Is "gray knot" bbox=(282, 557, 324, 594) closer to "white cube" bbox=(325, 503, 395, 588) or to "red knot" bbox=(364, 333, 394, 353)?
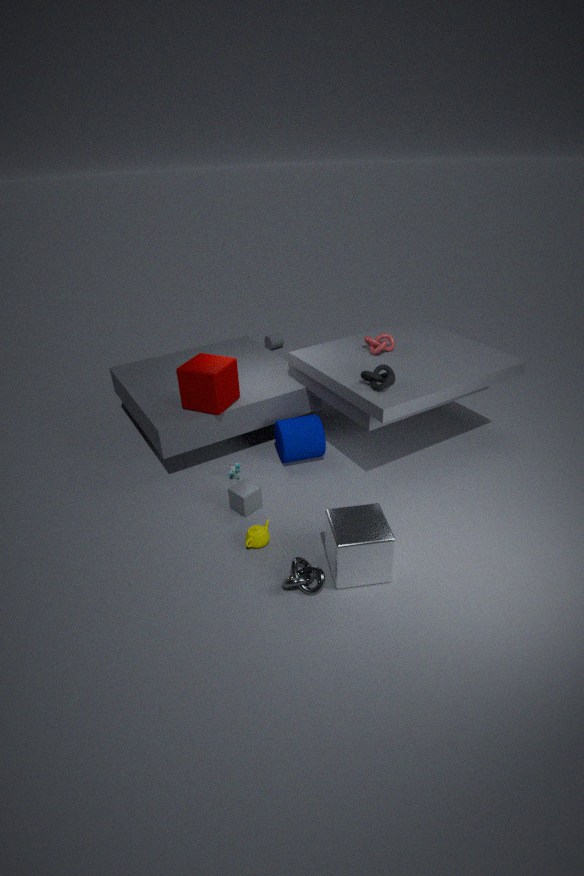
"white cube" bbox=(325, 503, 395, 588)
